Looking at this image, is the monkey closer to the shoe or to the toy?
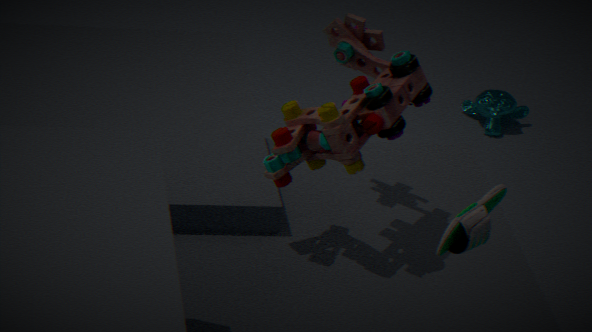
the toy
